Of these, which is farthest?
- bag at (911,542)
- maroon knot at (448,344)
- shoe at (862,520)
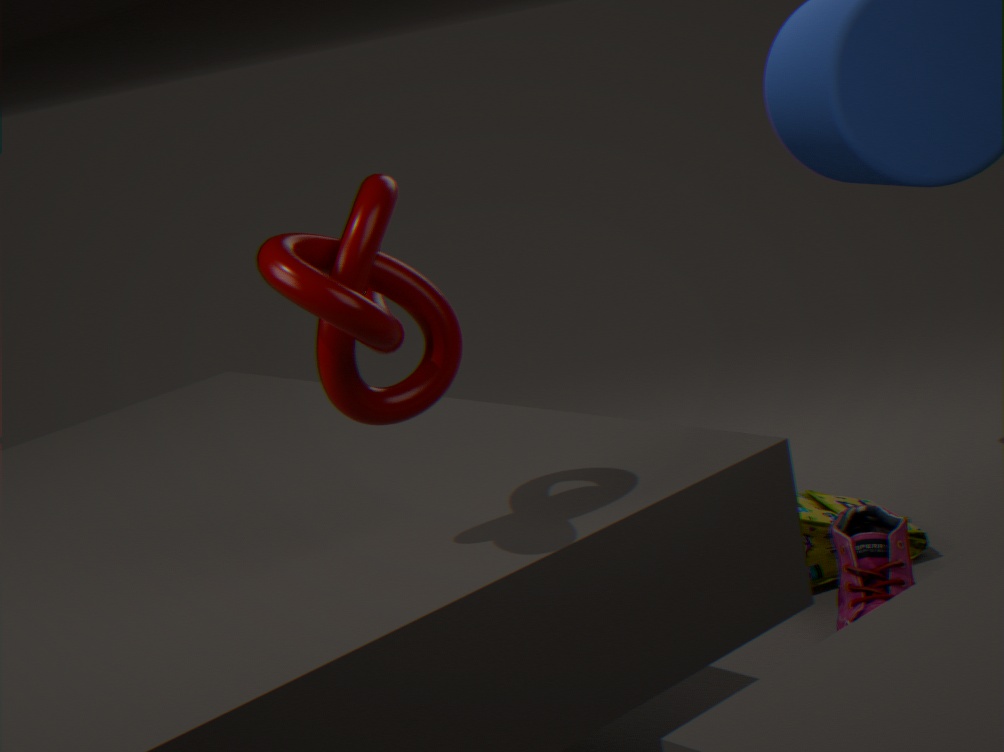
bag at (911,542)
